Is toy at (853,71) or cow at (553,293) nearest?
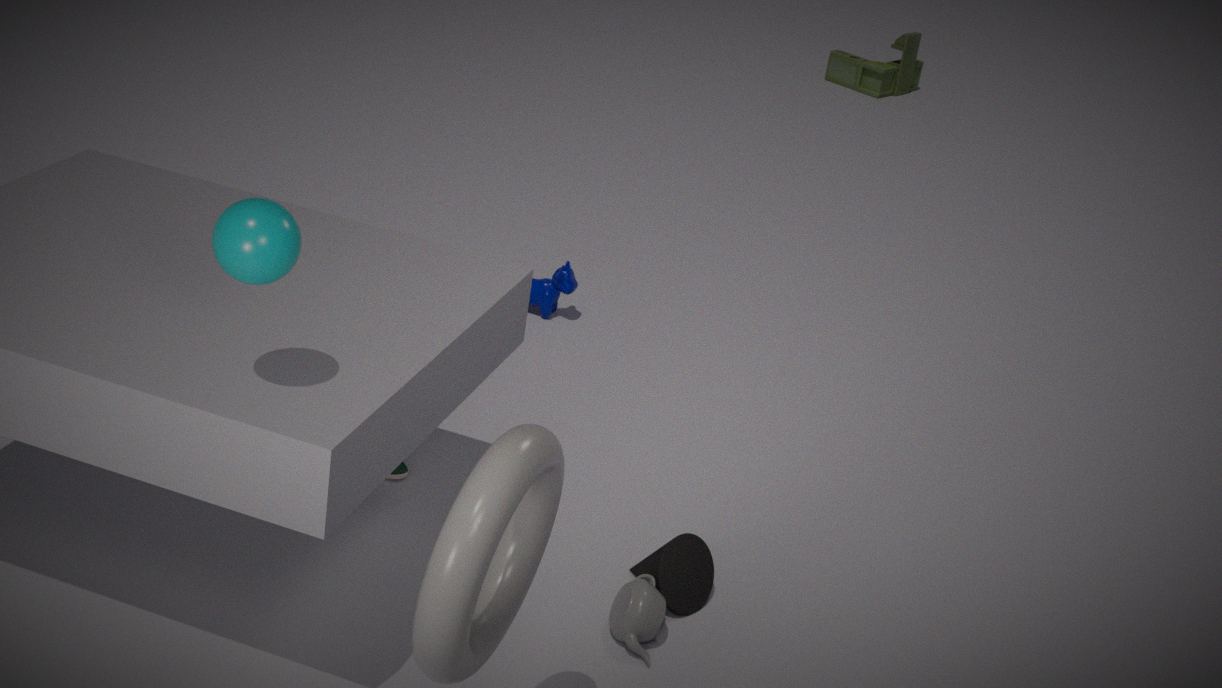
cow at (553,293)
